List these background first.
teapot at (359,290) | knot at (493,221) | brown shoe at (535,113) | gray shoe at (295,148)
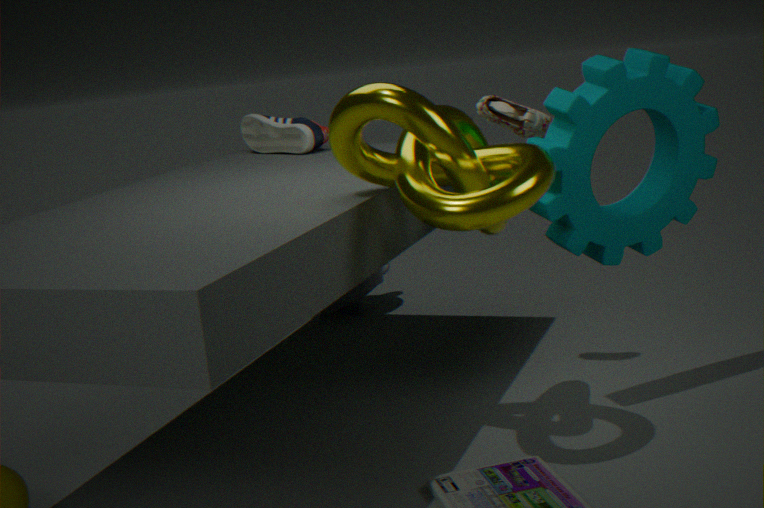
teapot at (359,290), gray shoe at (295,148), brown shoe at (535,113), knot at (493,221)
